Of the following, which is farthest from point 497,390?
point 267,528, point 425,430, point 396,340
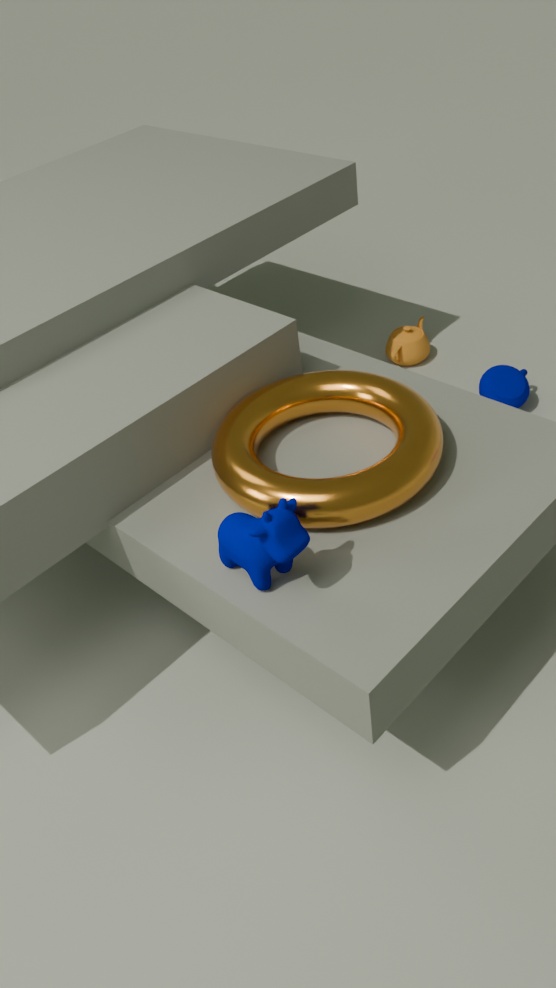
point 267,528
